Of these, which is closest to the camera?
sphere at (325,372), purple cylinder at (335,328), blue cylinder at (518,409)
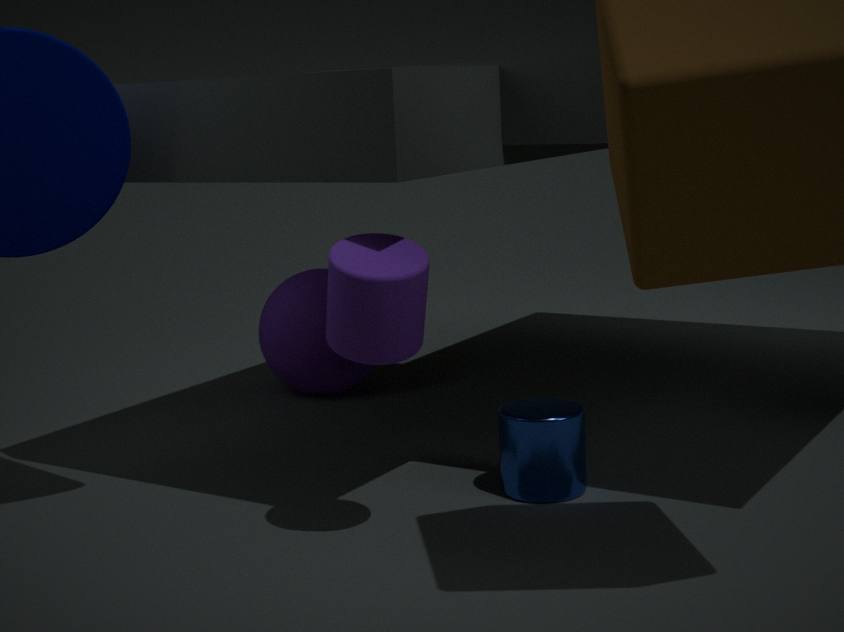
purple cylinder at (335,328)
